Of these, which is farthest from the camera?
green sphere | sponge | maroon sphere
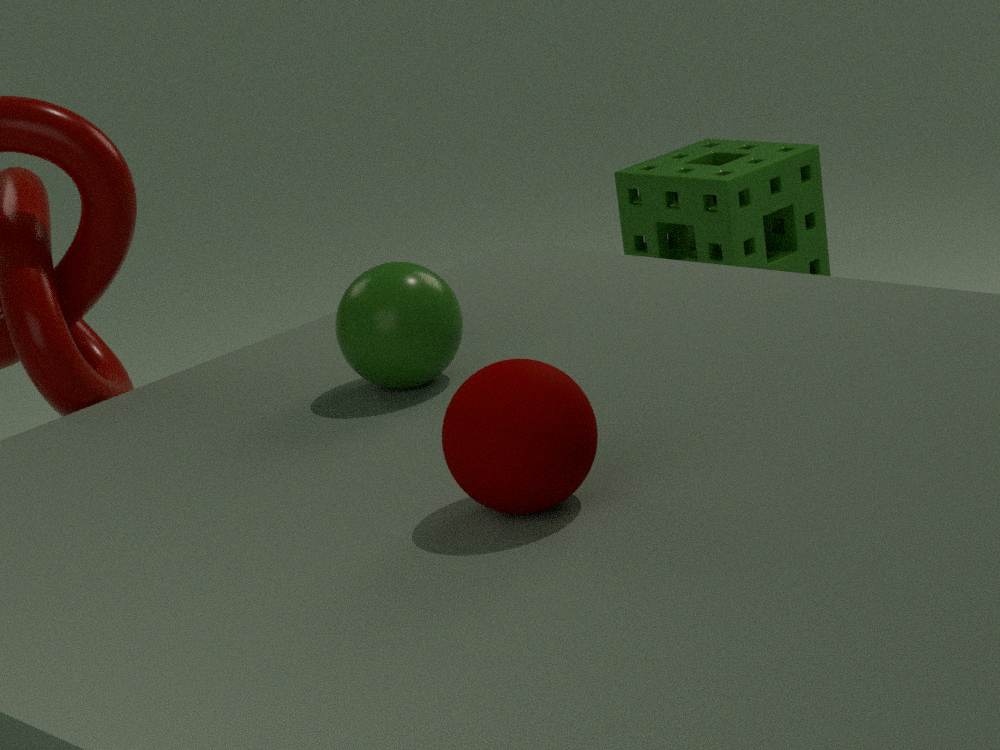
sponge
